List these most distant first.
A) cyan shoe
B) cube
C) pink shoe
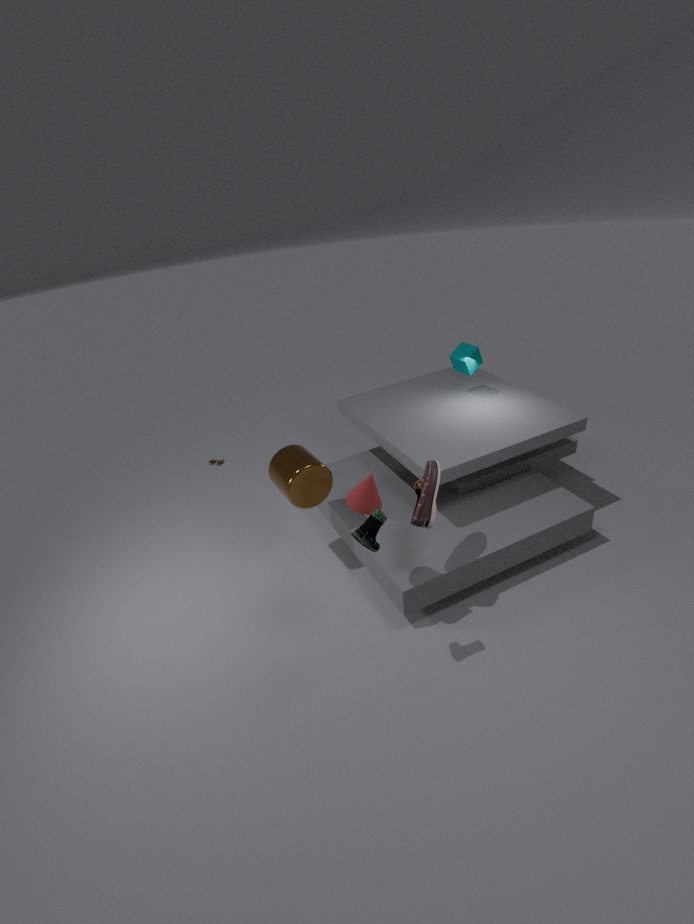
1. cube
2. pink shoe
3. cyan shoe
